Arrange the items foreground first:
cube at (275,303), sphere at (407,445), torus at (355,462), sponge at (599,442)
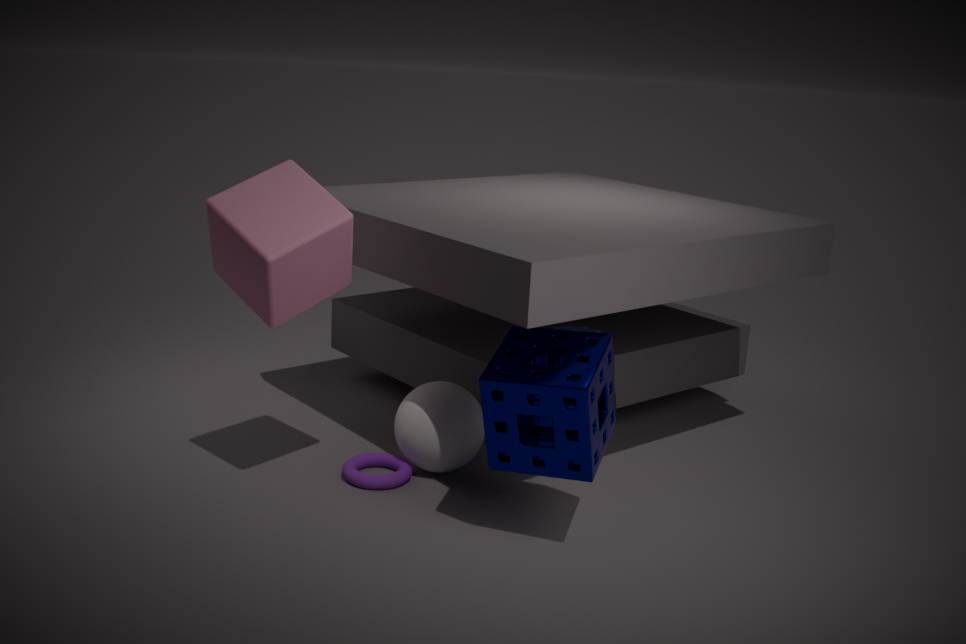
sponge at (599,442) < cube at (275,303) < torus at (355,462) < sphere at (407,445)
